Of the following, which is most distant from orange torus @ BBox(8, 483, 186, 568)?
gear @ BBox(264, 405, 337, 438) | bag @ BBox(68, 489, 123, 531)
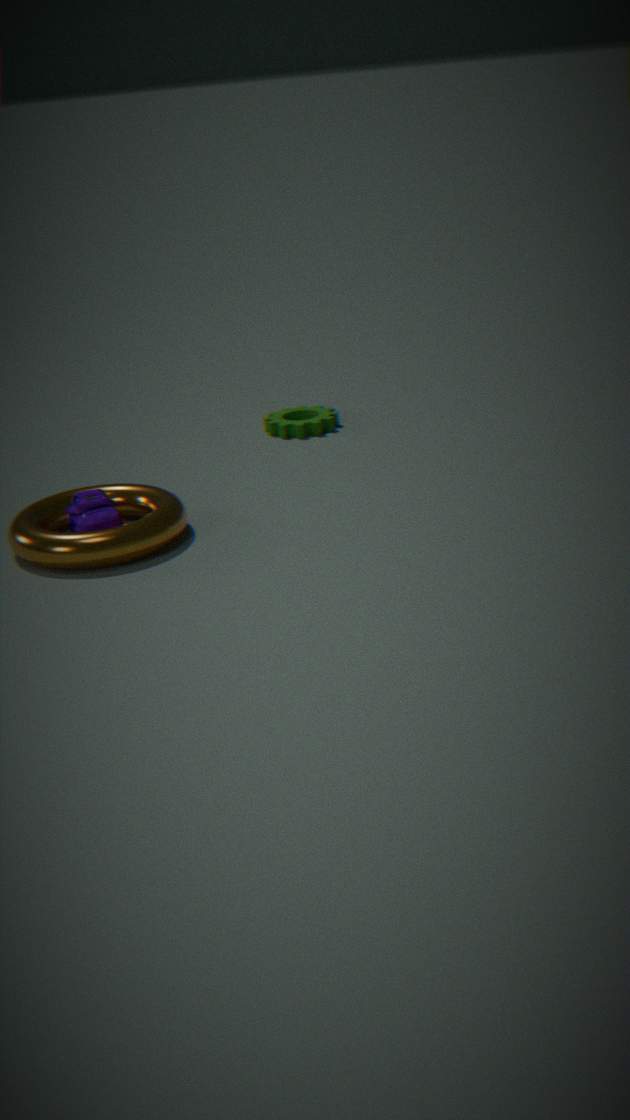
gear @ BBox(264, 405, 337, 438)
